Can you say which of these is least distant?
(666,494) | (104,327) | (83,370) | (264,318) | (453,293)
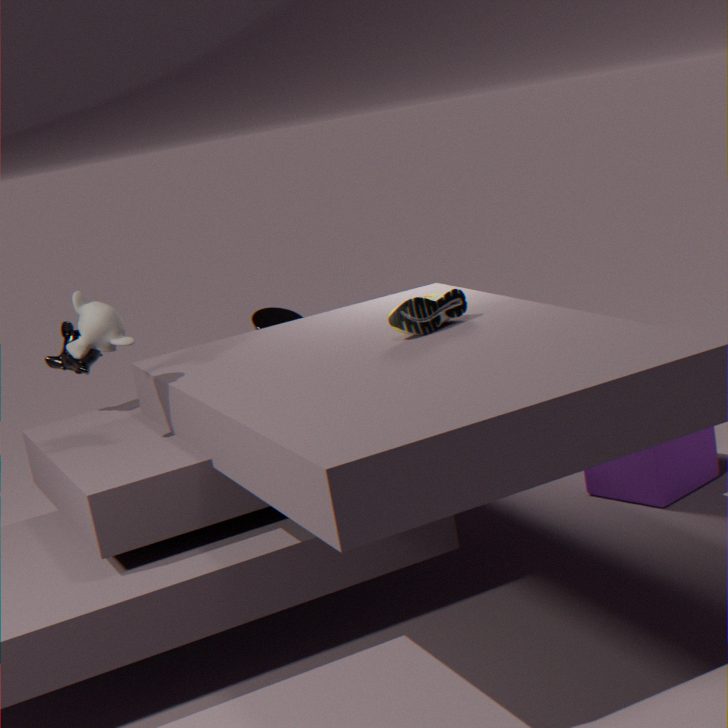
(104,327)
